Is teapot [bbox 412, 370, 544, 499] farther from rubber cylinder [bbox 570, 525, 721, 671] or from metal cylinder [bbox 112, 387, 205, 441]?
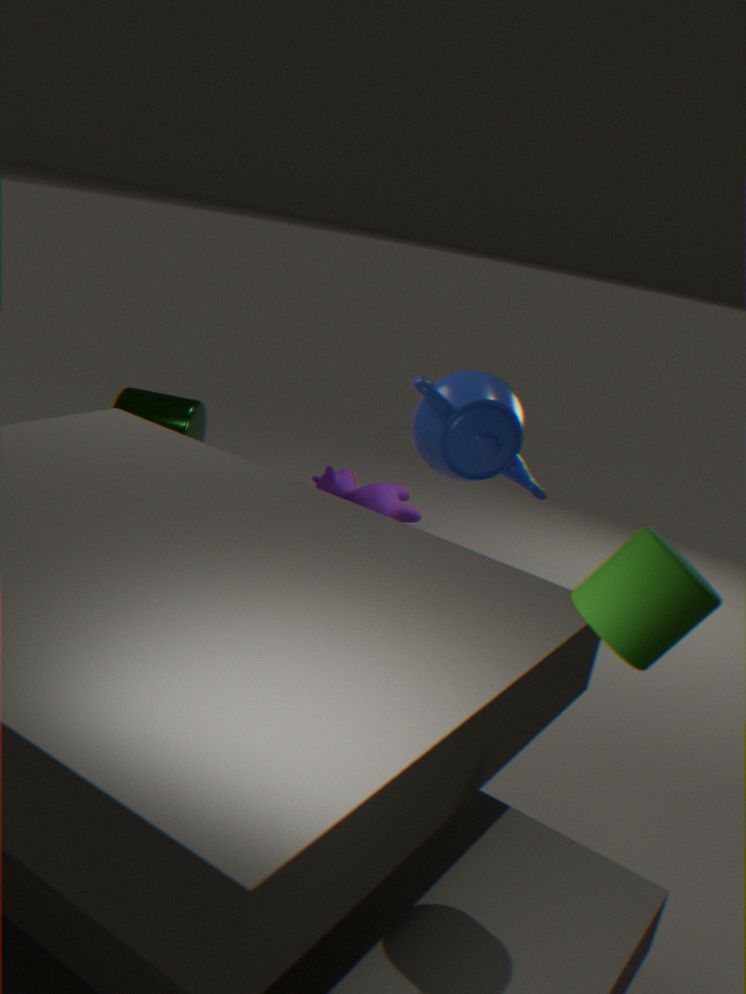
metal cylinder [bbox 112, 387, 205, 441]
